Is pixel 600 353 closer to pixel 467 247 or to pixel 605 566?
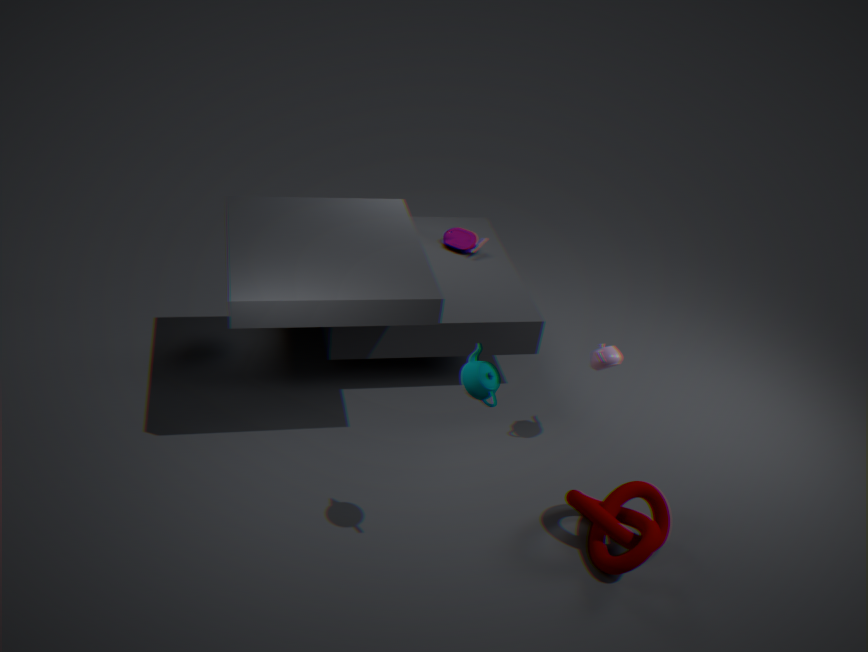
pixel 605 566
